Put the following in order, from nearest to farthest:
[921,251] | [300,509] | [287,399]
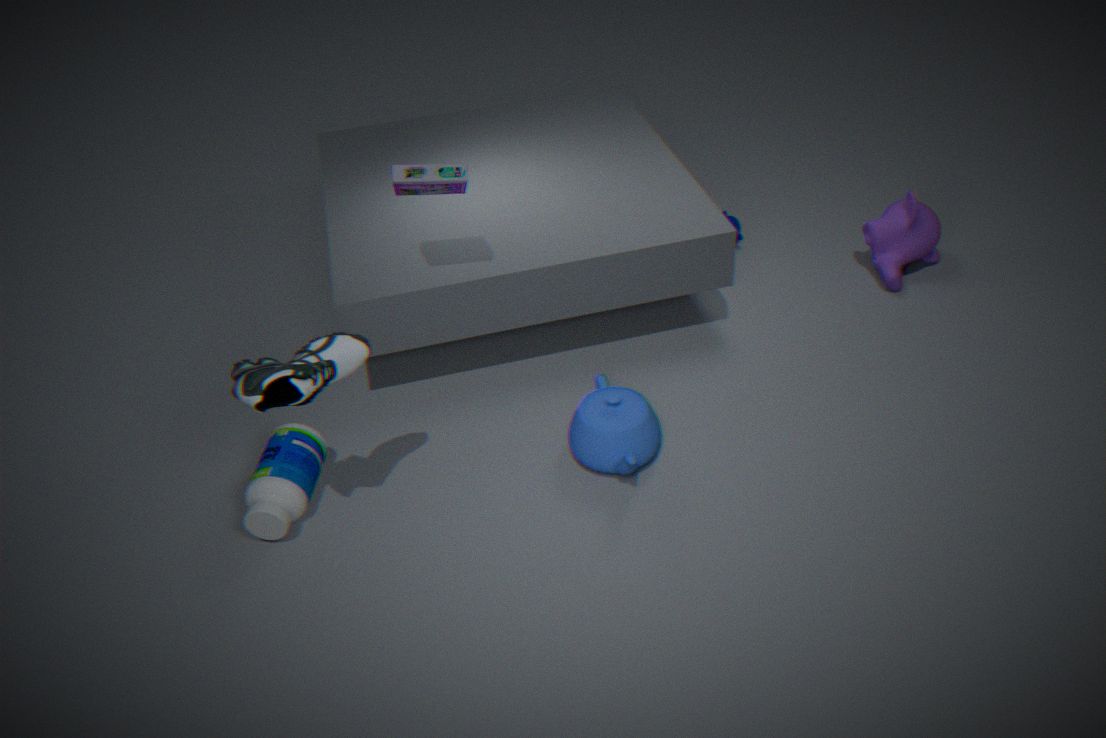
[287,399] → [300,509] → [921,251]
